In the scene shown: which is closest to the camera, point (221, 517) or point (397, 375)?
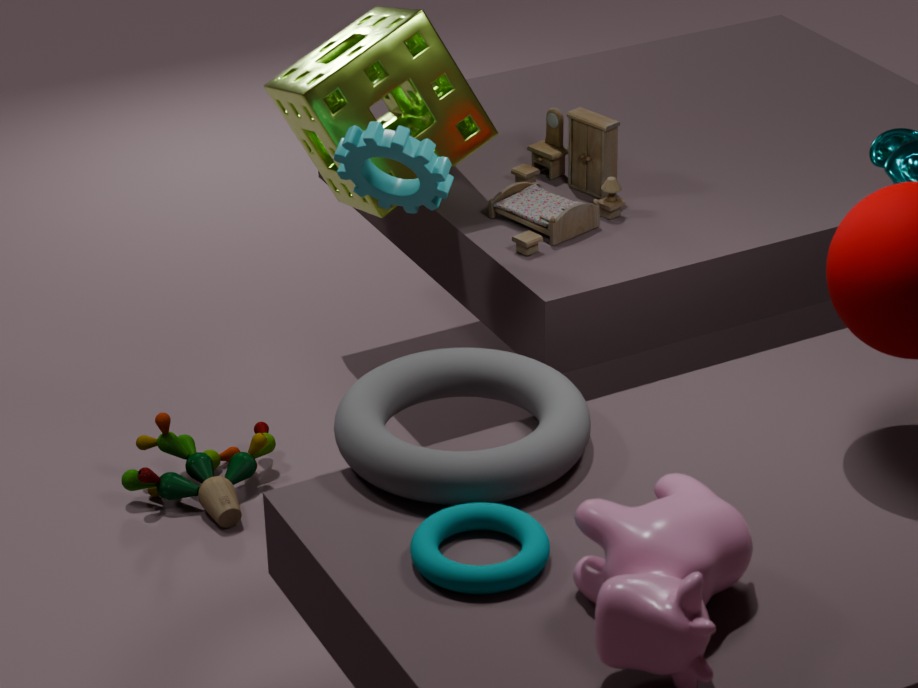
point (397, 375)
